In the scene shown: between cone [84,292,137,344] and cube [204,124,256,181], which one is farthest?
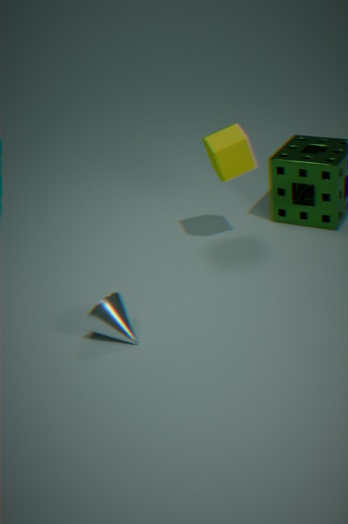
cube [204,124,256,181]
